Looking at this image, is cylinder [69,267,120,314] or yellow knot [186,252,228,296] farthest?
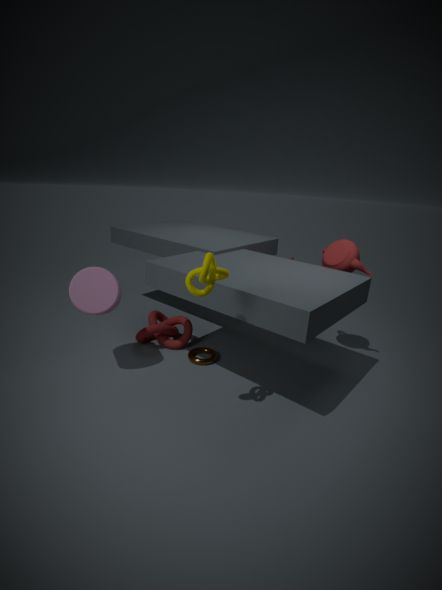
cylinder [69,267,120,314]
